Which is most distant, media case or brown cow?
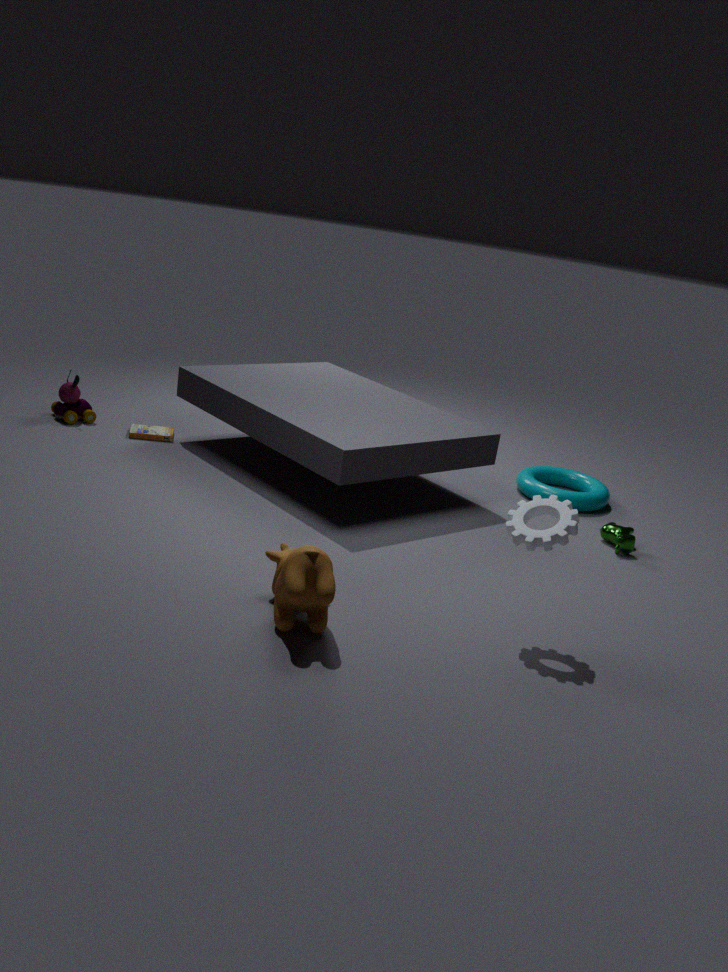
media case
